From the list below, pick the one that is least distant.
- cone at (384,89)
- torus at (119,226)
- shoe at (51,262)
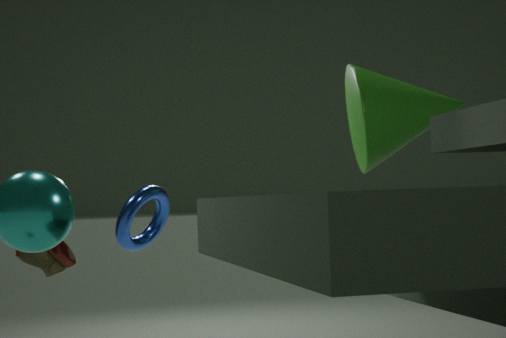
torus at (119,226)
